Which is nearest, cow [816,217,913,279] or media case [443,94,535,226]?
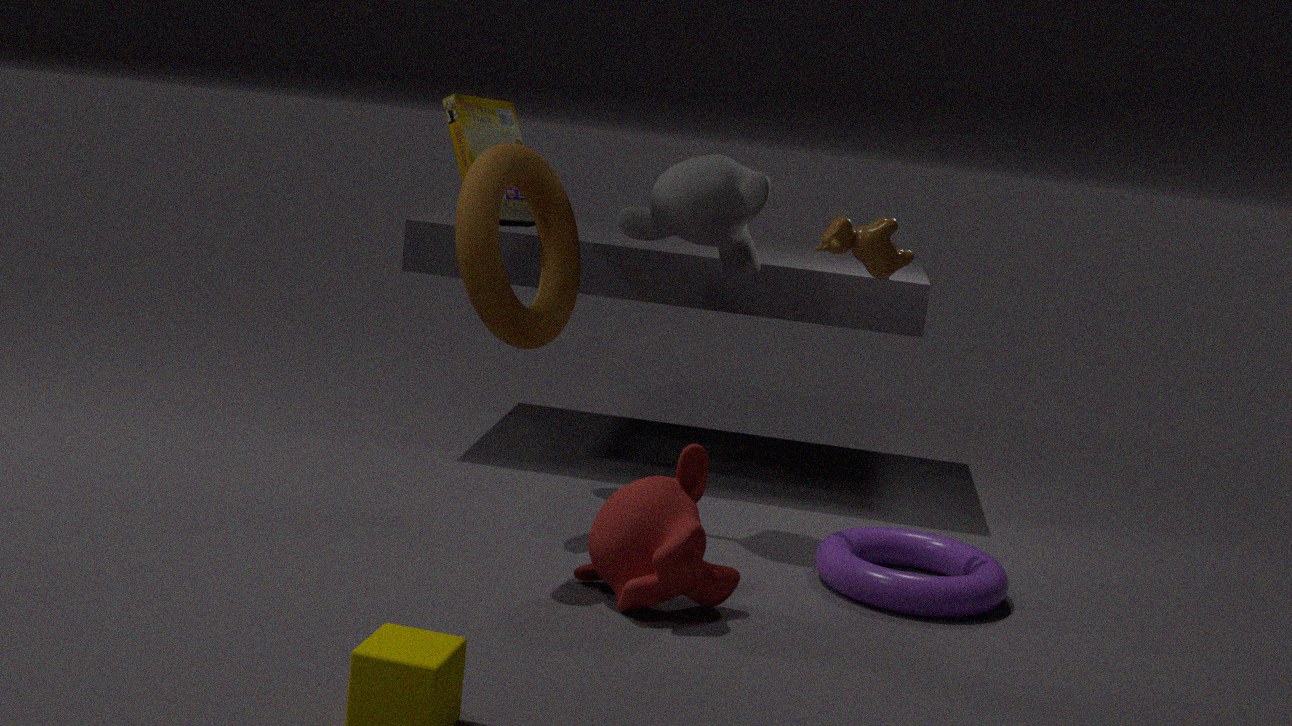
cow [816,217,913,279]
